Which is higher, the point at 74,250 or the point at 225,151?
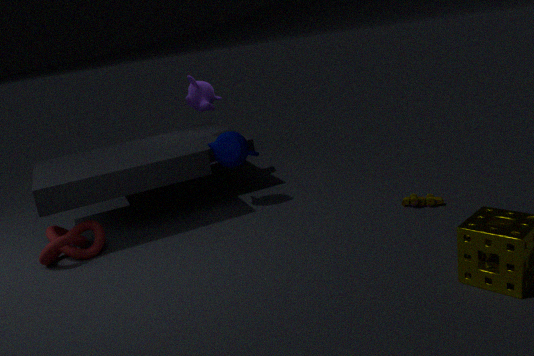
the point at 225,151
